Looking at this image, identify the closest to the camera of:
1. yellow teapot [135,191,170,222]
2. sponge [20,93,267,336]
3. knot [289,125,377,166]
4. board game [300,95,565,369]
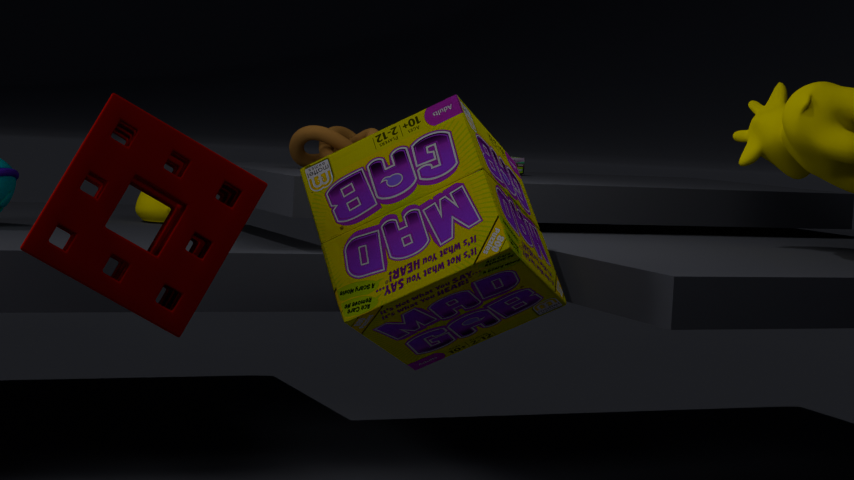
sponge [20,93,267,336]
